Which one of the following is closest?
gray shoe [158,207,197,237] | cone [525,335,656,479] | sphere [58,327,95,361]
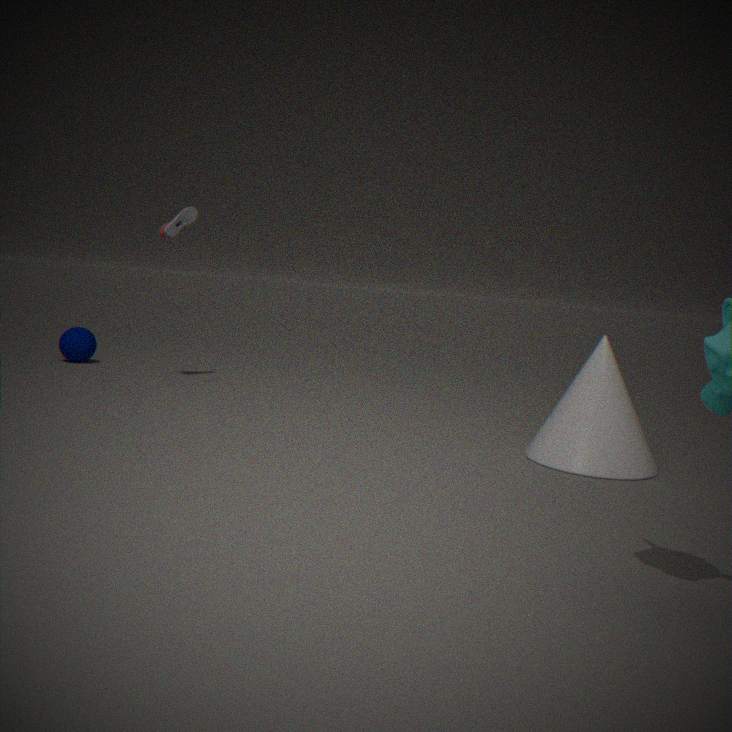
cone [525,335,656,479]
